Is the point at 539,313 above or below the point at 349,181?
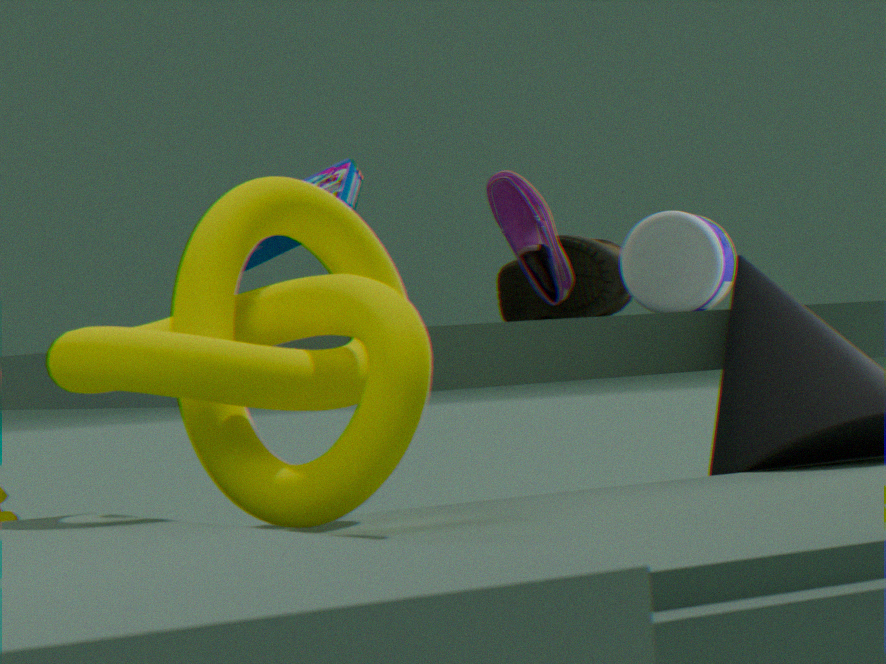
below
